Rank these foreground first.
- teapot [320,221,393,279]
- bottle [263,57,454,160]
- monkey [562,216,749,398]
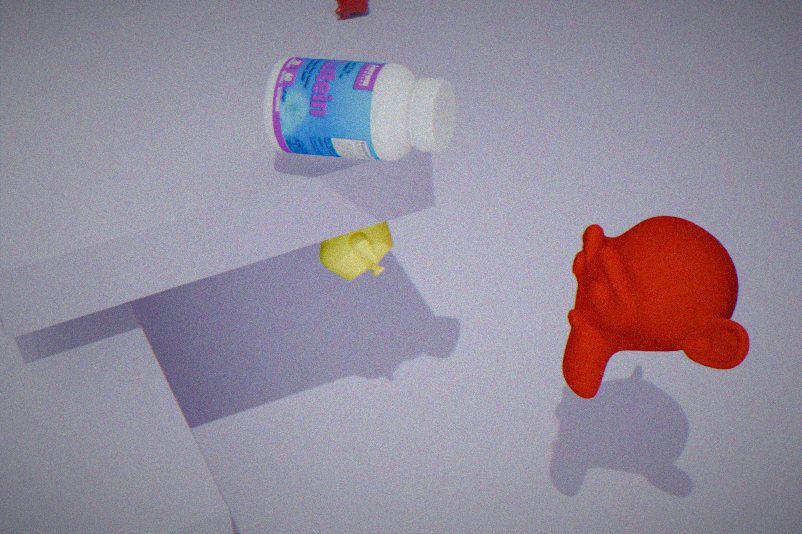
monkey [562,216,749,398], bottle [263,57,454,160], teapot [320,221,393,279]
